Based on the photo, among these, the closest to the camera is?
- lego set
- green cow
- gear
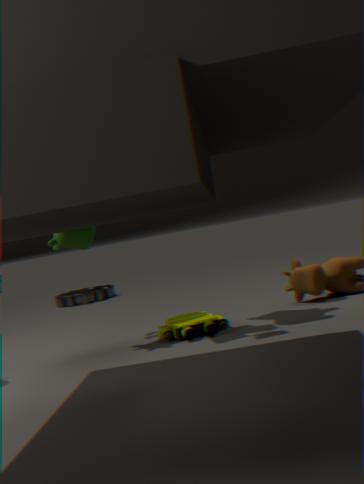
lego set
